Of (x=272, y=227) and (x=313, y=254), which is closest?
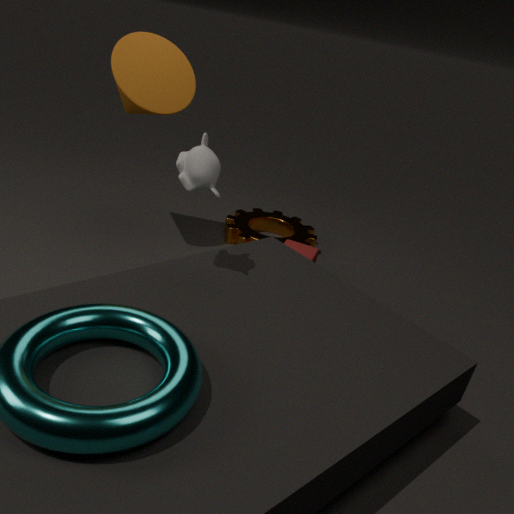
(x=313, y=254)
